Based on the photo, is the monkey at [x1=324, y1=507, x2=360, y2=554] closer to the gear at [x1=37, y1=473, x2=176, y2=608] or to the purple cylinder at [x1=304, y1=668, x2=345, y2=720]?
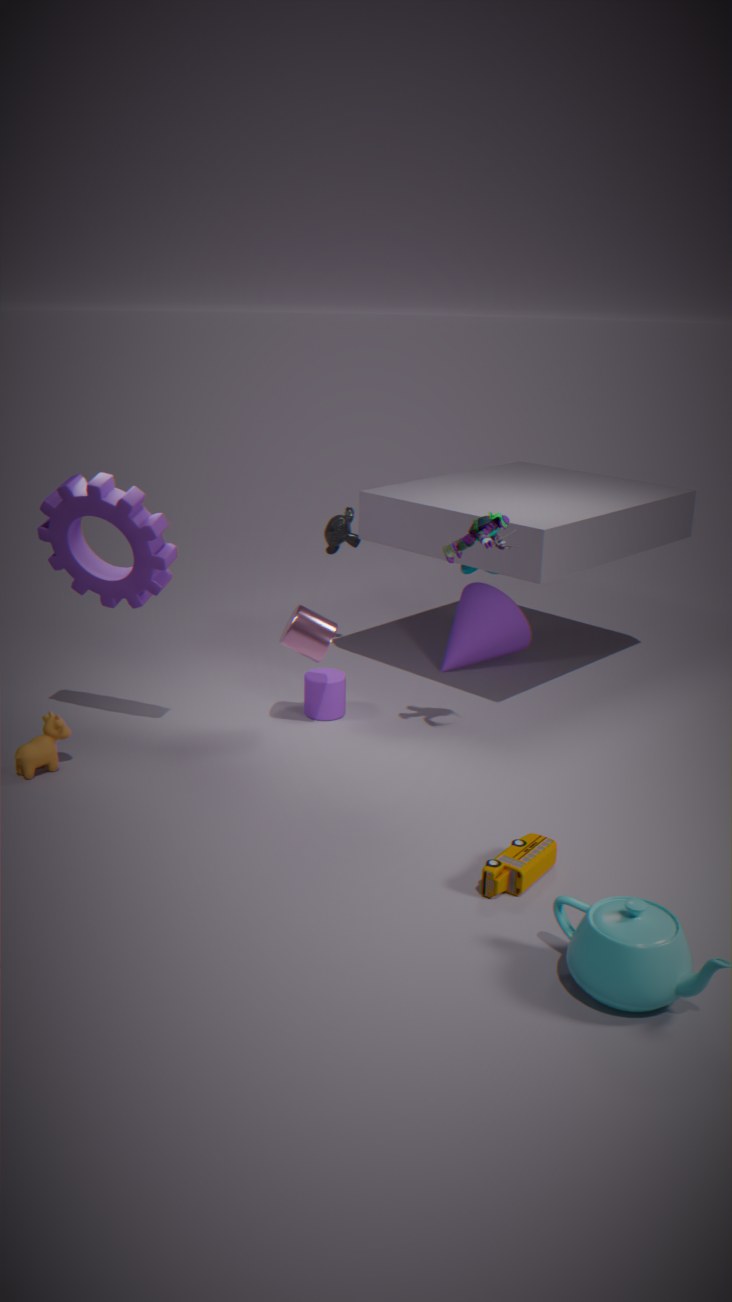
the purple cylinder at [x1=304, y1=668, x2=345, y2=720]
